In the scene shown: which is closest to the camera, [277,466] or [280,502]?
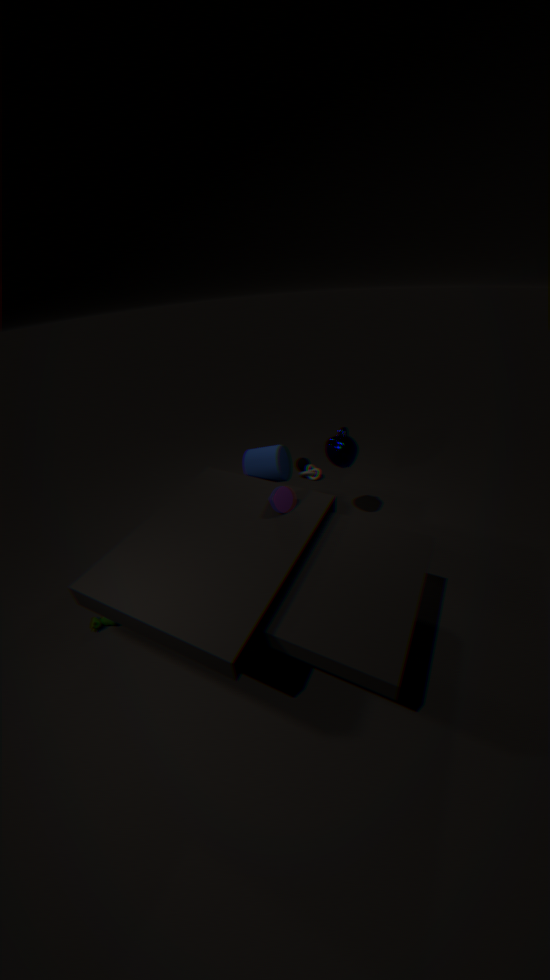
[280,502]
